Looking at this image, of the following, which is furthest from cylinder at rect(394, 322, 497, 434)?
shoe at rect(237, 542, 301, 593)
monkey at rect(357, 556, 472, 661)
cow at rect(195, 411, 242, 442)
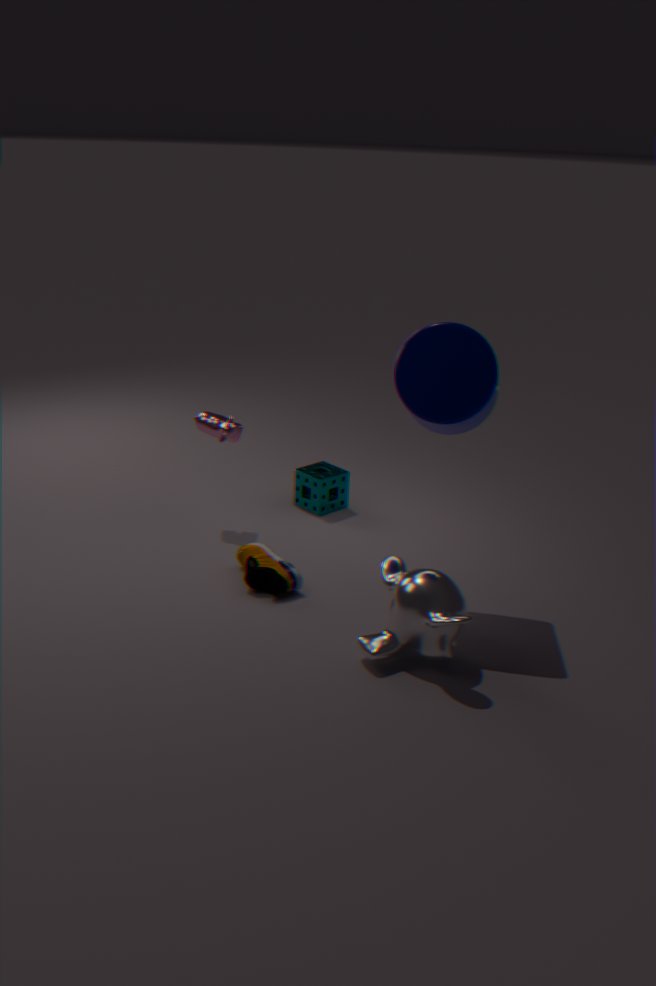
cow at rect(195, 411, 242, 442)
